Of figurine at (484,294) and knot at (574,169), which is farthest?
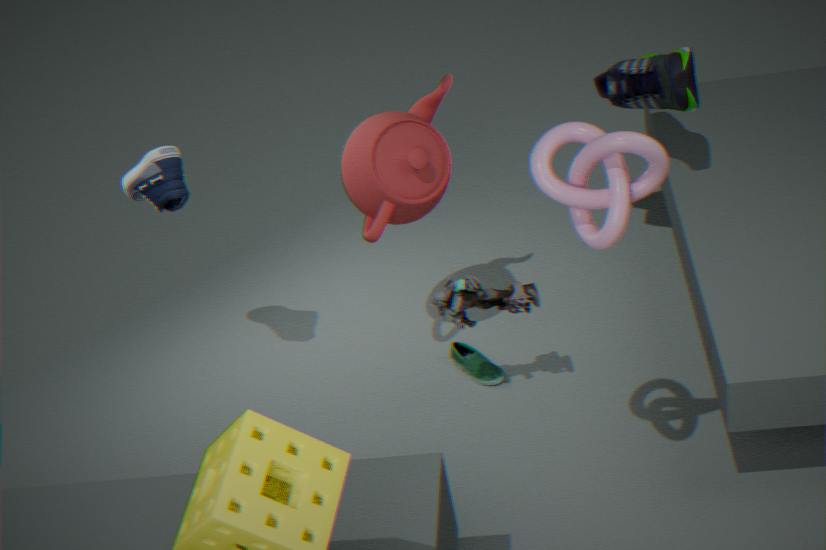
figurine at (484,294)
